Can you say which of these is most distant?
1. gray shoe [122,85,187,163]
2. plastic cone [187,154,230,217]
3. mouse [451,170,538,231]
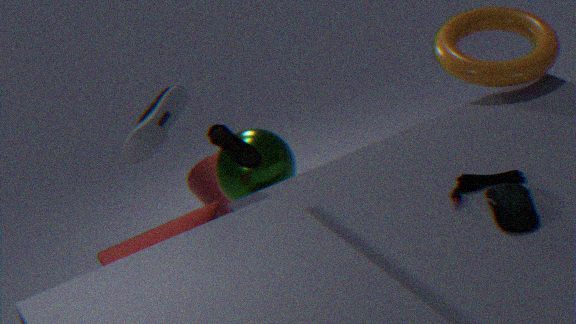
A: plastic cone [187,154,230,217]
